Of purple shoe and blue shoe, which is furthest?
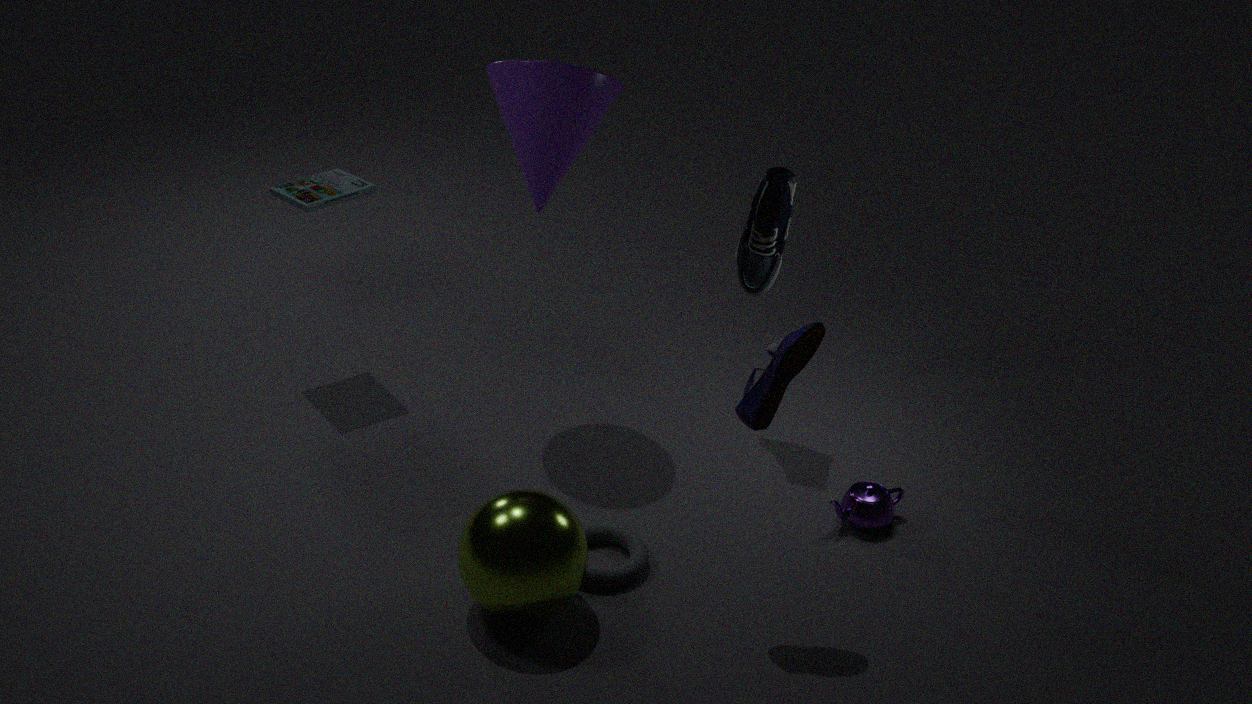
blue shoe
